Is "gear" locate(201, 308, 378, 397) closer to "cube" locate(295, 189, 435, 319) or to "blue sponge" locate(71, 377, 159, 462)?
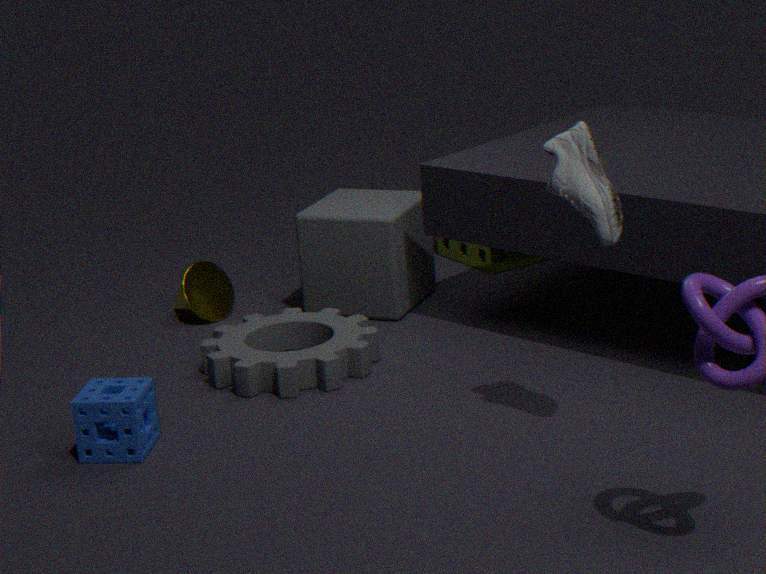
"cube" locate(295, 189, 435, 319)
